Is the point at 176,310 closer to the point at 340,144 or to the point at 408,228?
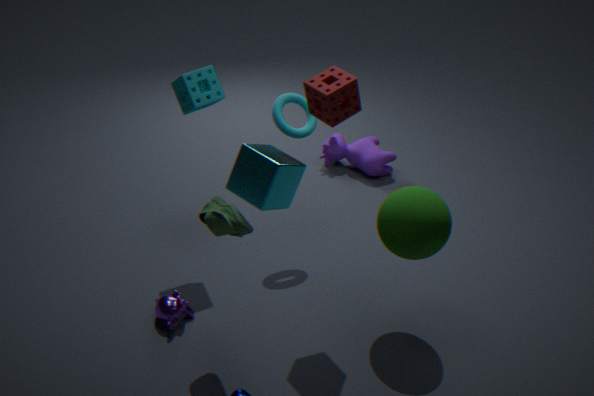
the point at 408,228
